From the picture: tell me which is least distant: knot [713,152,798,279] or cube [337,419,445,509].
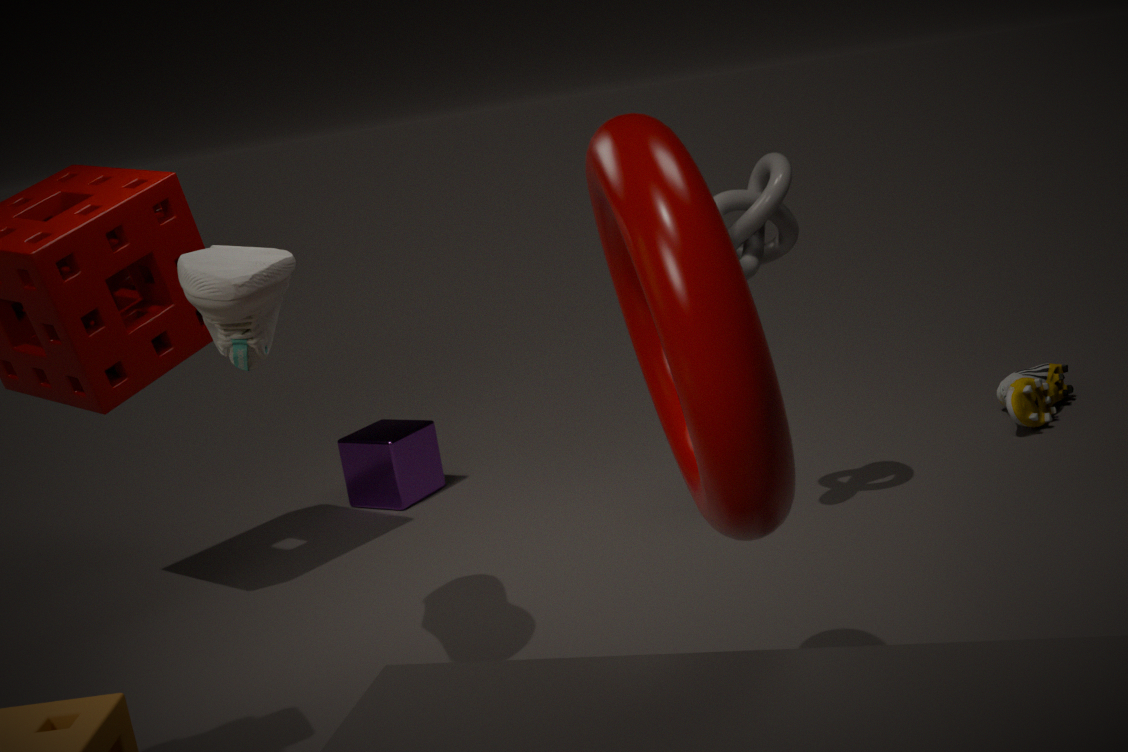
knot [713,152,798,279]
